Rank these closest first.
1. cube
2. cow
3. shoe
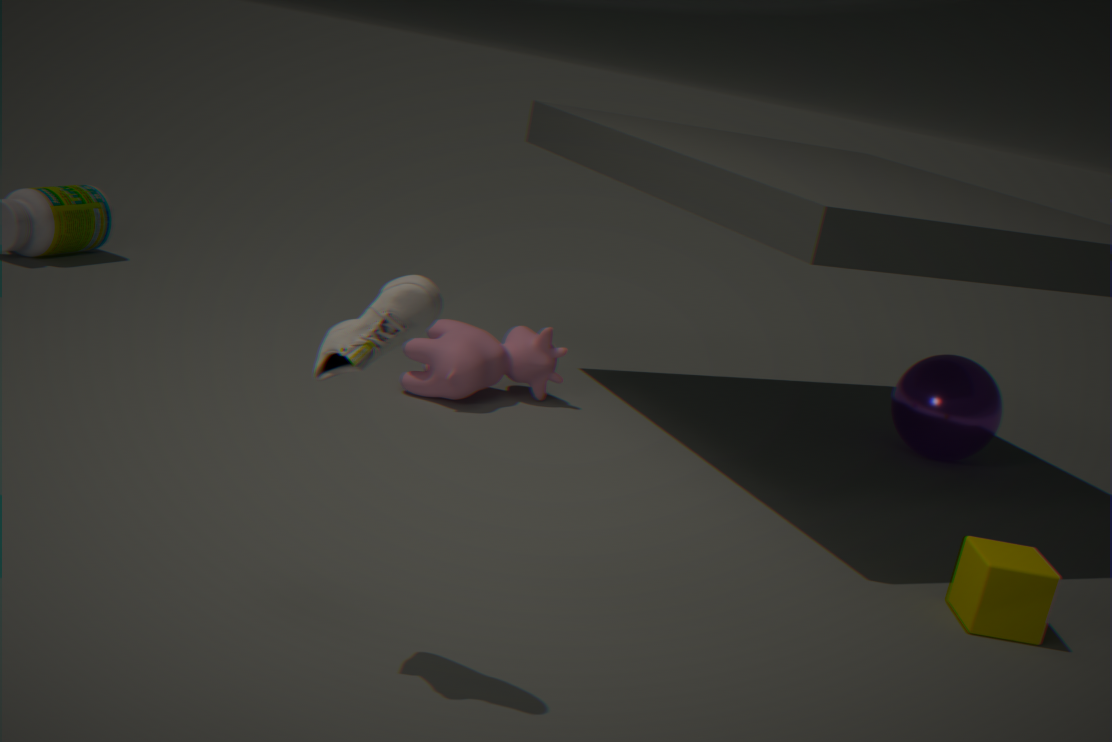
shoe
cube
cow
